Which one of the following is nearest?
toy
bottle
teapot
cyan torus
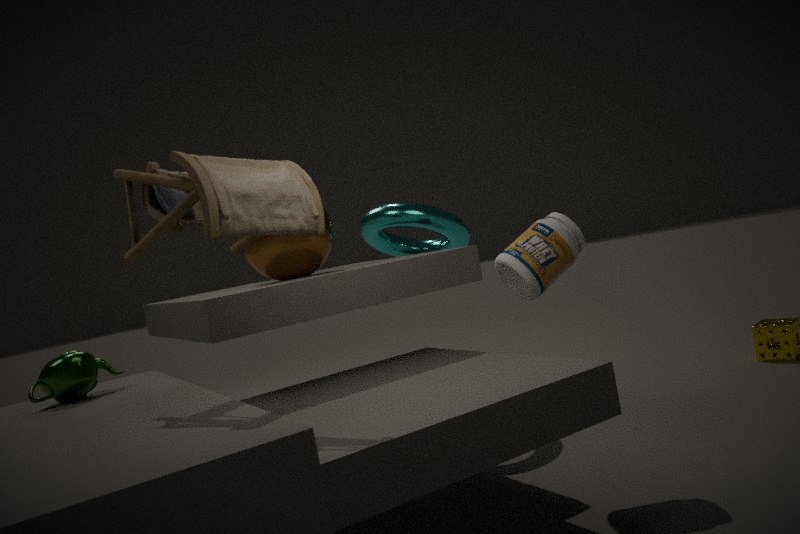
toy
